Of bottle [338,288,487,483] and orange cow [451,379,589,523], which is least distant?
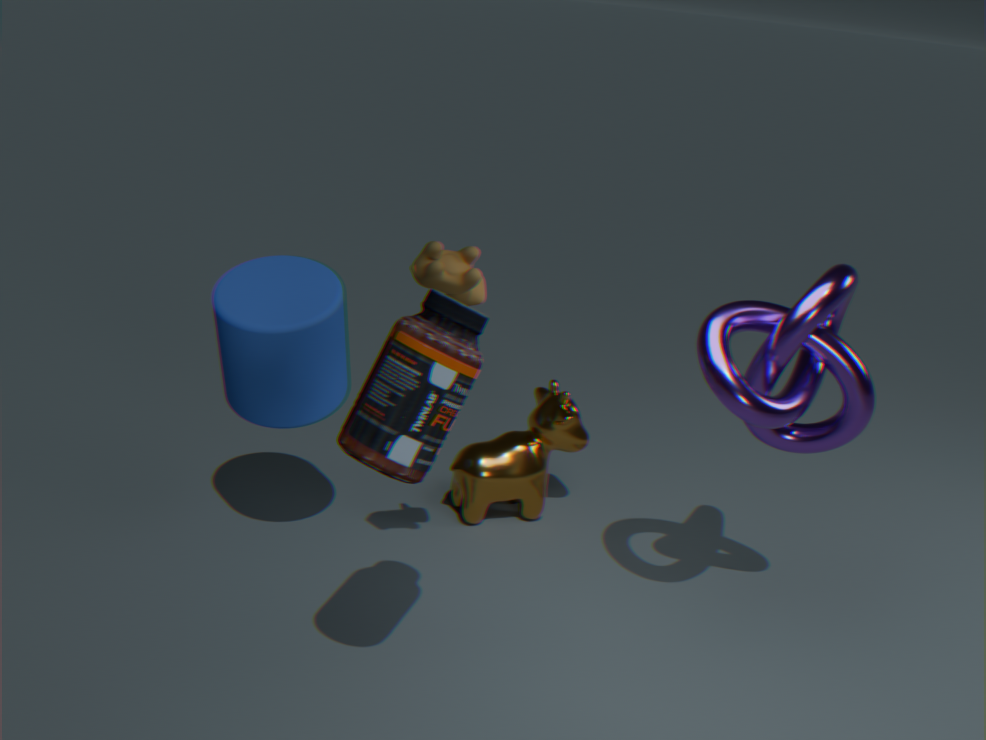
bottle [338,288,487,483]
